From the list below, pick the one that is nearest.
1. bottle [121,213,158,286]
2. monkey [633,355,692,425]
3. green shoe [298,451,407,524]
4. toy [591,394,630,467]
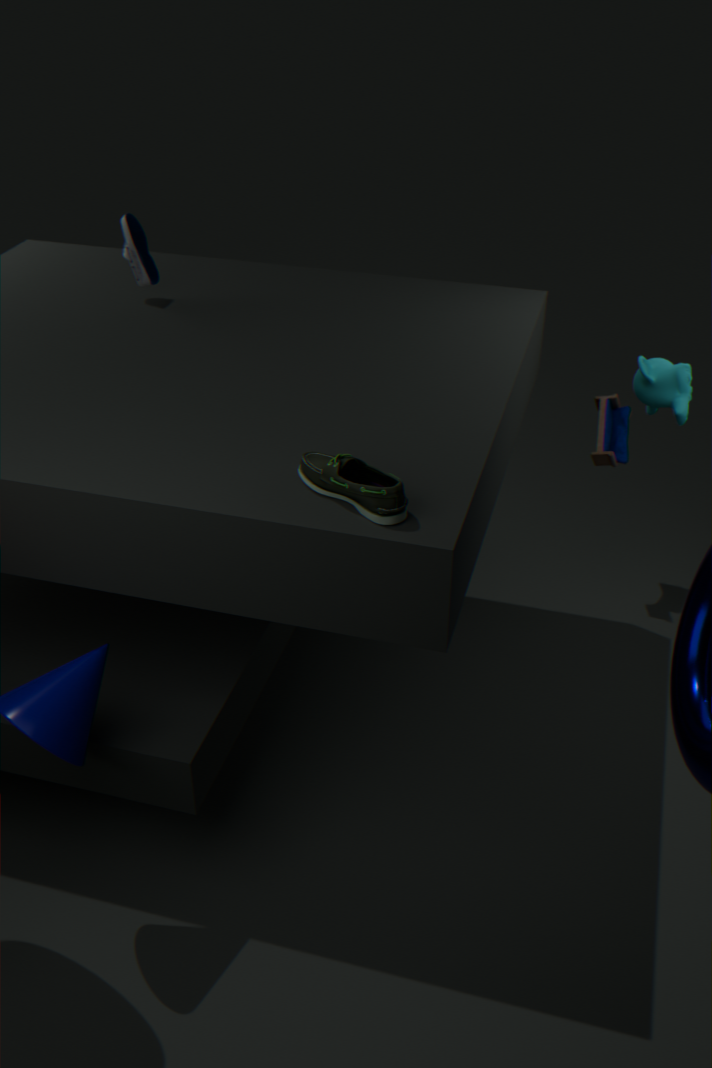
green shoe [298,451,407,524]
